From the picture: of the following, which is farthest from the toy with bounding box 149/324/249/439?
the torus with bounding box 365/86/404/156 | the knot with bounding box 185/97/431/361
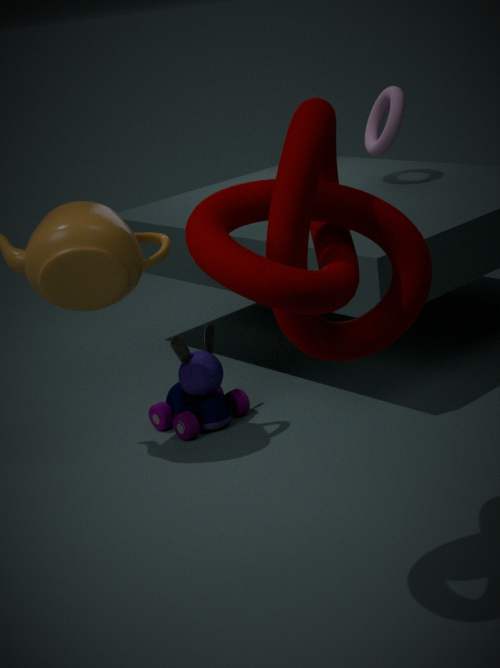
the knot with bounding box 185/97/431/361
